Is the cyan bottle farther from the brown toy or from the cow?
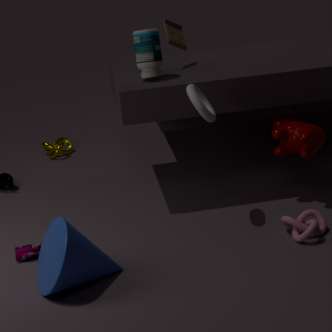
the cow
